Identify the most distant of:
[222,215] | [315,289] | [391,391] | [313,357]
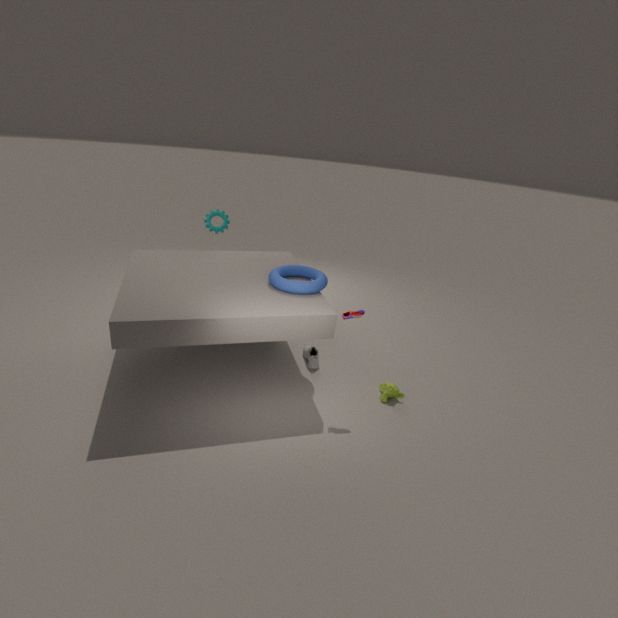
[222,215]
